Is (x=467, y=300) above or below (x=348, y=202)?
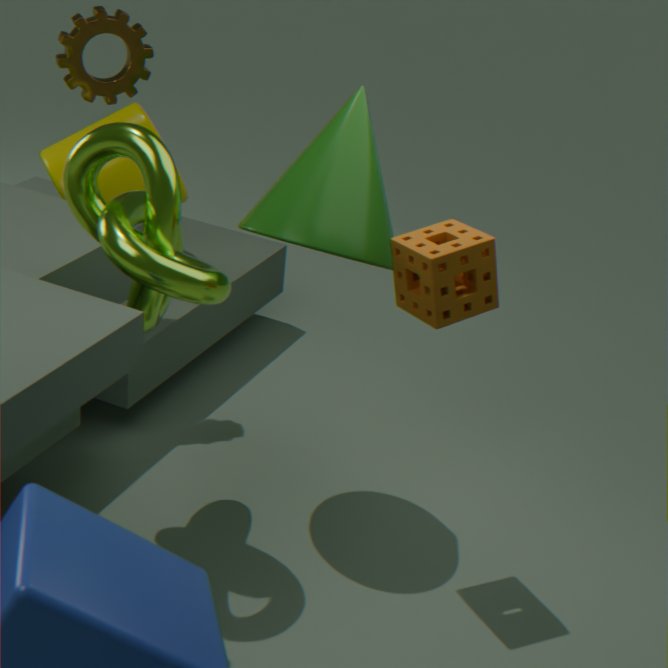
below
